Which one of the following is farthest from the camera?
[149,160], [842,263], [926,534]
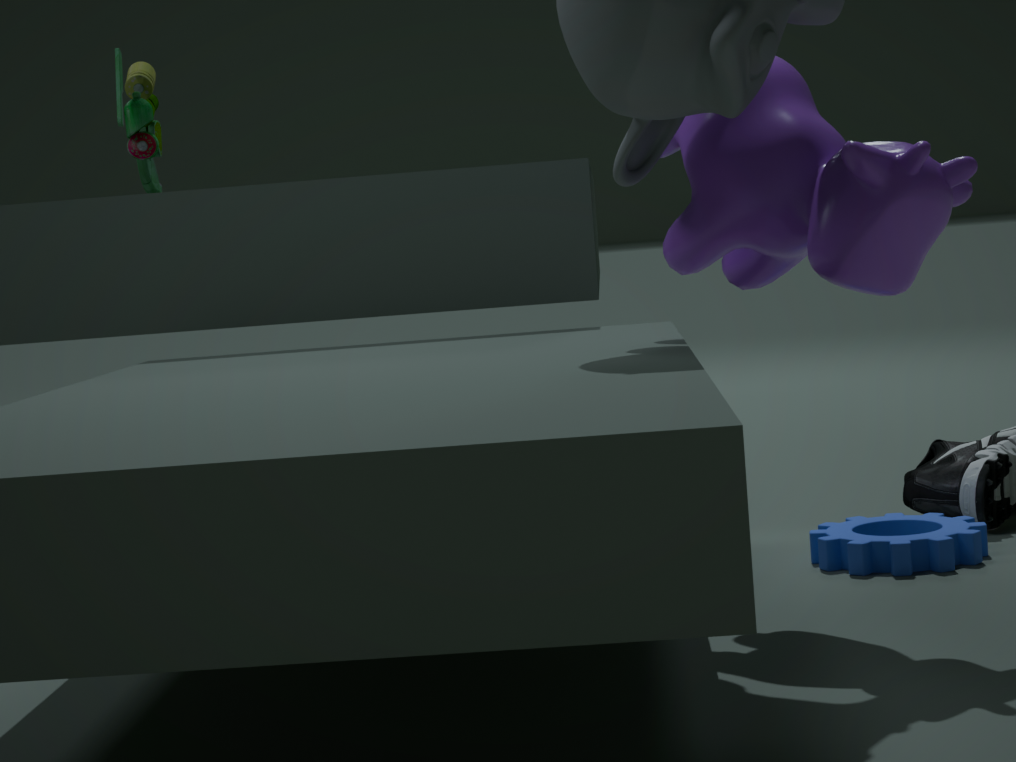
[149,160]
